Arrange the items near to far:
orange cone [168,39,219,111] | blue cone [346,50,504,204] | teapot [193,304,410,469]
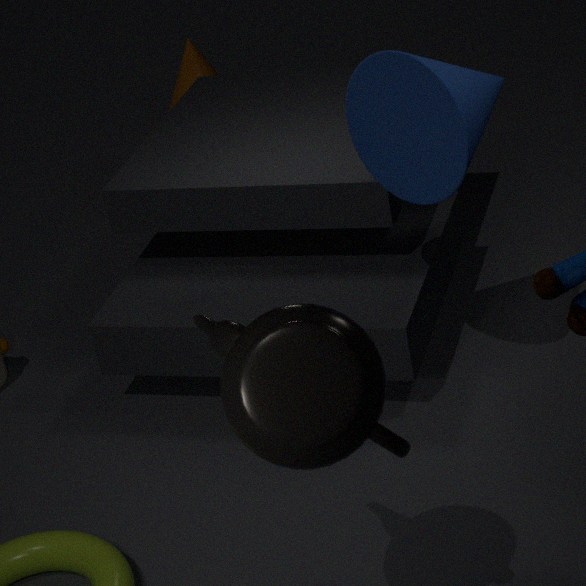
1. teapot [193,304,410,469]
2. blue cone [346,50,504,204]
3. orange cone [168,39,219,111]
